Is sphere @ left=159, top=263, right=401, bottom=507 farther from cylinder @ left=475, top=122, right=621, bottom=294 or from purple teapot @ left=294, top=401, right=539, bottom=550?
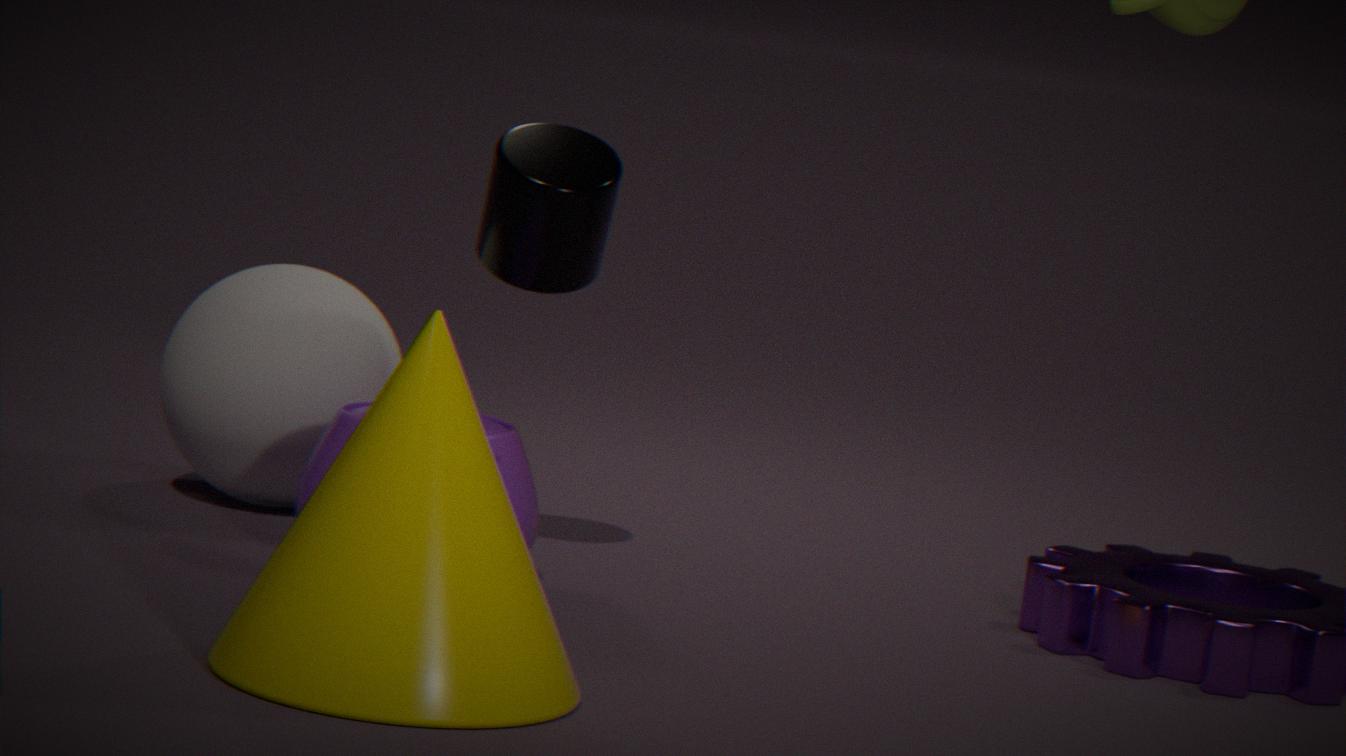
Result: cylinder @ left=475, top=122, right=621, bottom=294
